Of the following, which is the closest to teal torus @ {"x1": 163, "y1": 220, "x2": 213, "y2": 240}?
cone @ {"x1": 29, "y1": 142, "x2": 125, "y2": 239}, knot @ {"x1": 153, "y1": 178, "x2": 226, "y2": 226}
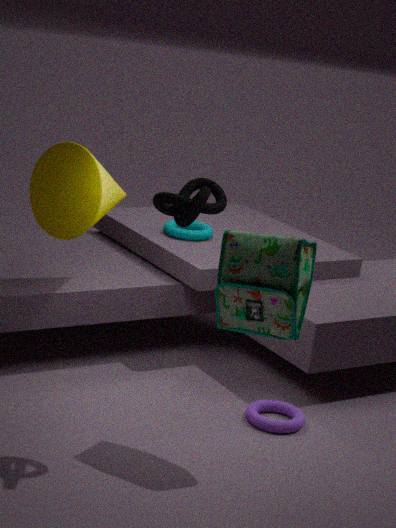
cone @ {"x1": 29, "y1": 142, "x2": 125, "y2": 239}
